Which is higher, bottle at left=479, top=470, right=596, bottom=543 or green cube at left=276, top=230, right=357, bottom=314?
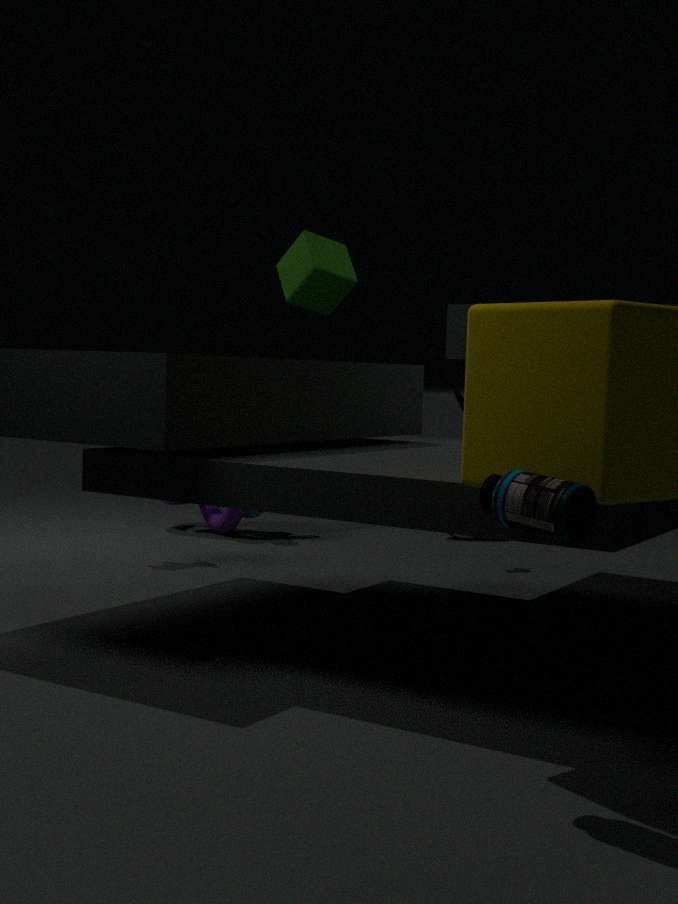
green cube at left=276, top=230, right=357, bottom=314
